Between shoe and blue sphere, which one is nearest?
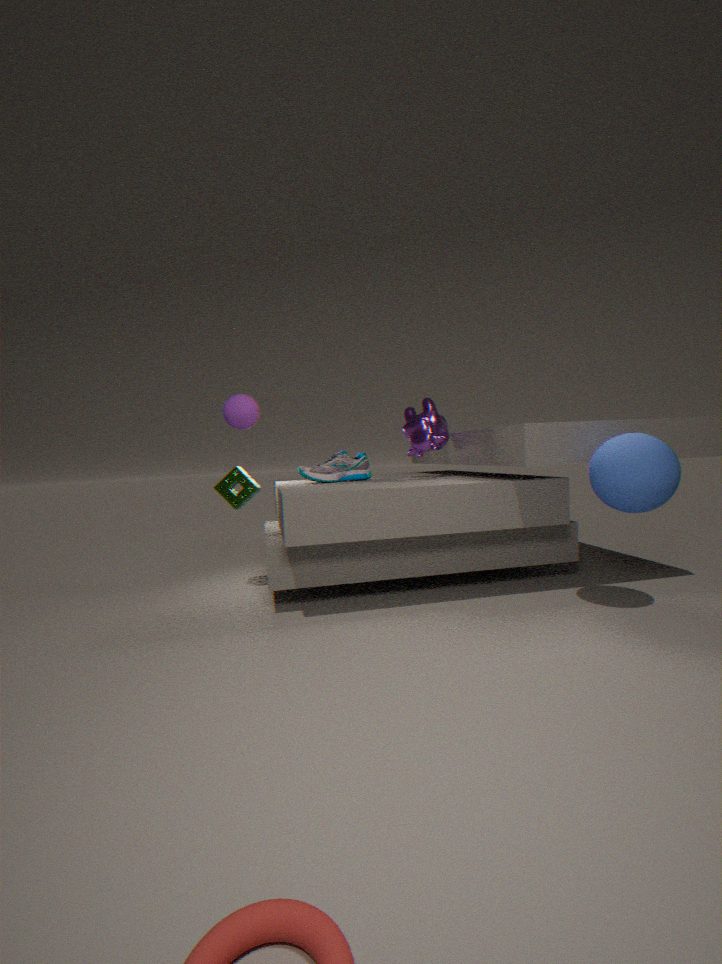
blue sphere
